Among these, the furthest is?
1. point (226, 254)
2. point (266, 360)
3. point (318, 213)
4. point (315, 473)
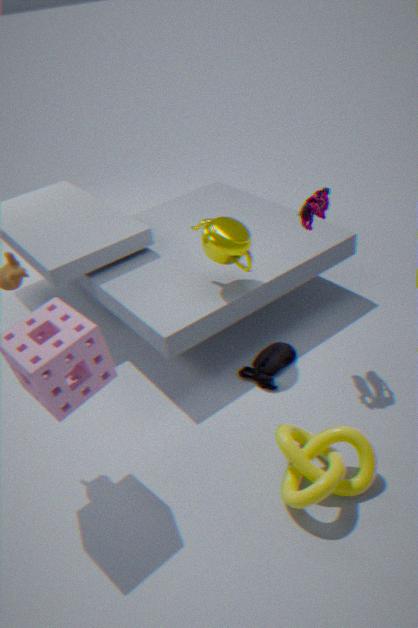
point (266, 360)
